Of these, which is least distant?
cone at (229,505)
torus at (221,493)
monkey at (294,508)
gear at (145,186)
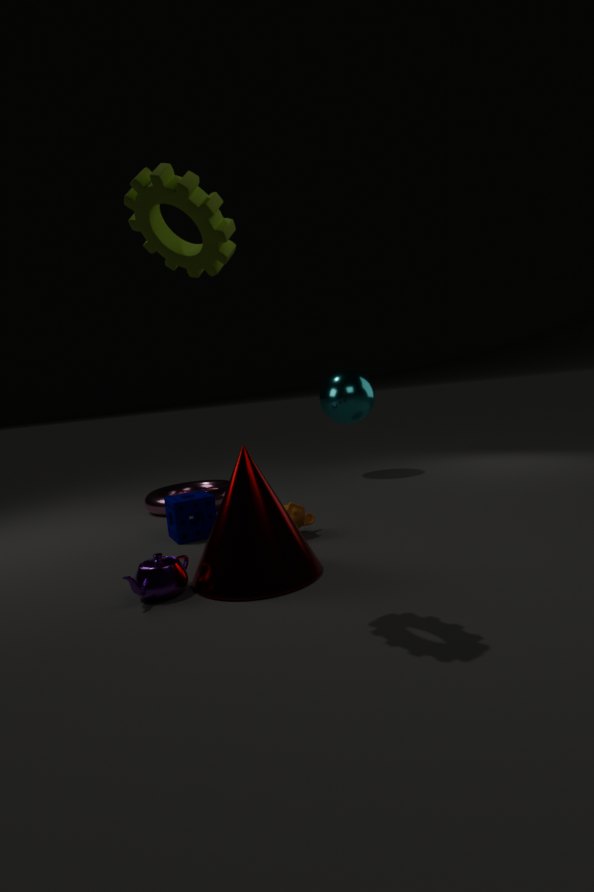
gear at (145,186)
